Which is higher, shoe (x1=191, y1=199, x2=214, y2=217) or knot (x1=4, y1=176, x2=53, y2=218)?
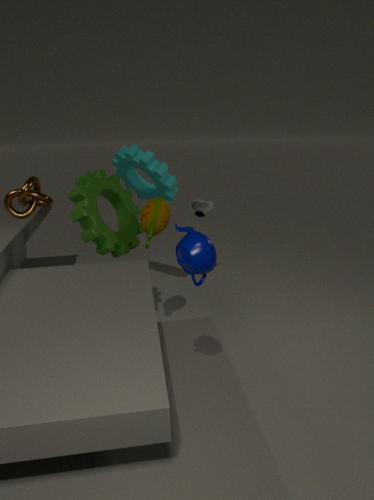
knot (x1=4, y1=176, x2=53, y2=218)
